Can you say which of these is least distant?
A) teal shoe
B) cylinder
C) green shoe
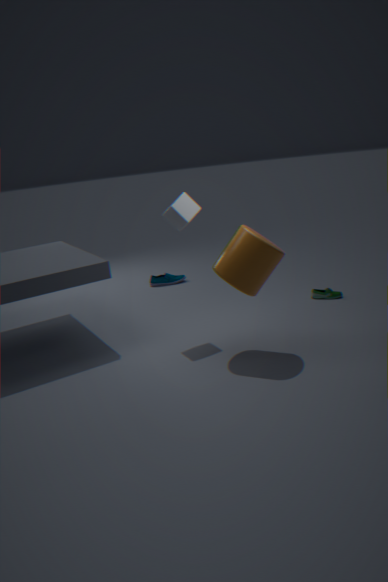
cylinder
